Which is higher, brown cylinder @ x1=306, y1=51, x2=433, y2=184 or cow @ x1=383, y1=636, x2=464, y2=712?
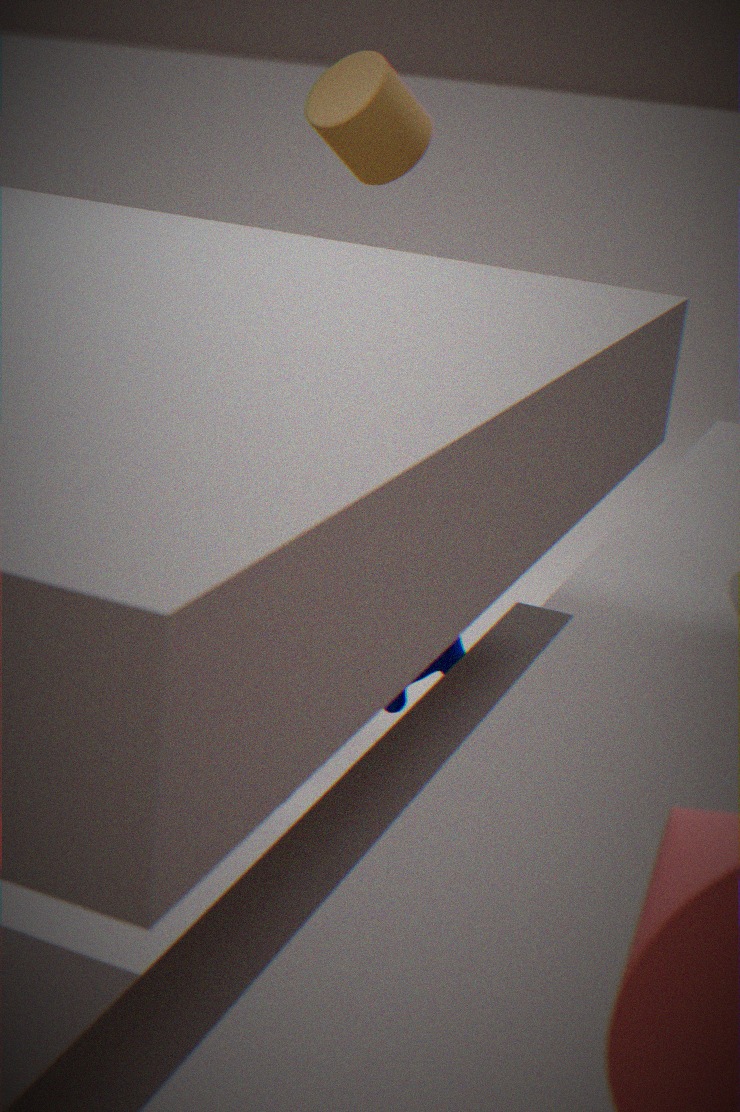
brown cylinder @ x1=306, y1=51, x2=433, y2=184
